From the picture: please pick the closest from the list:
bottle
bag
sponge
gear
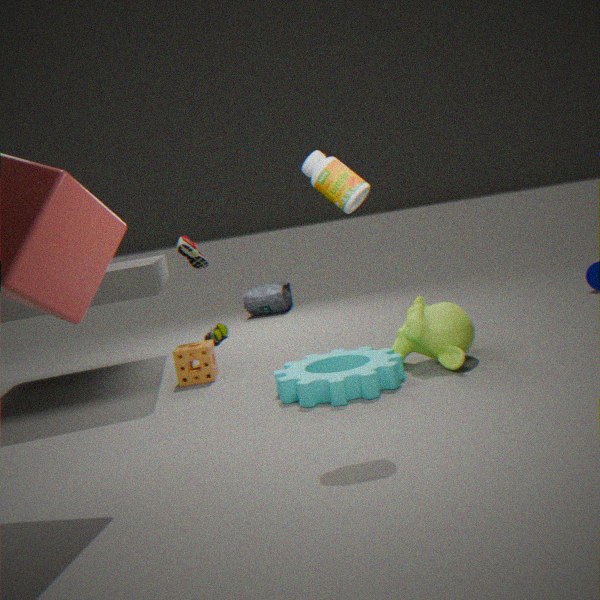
bottle
